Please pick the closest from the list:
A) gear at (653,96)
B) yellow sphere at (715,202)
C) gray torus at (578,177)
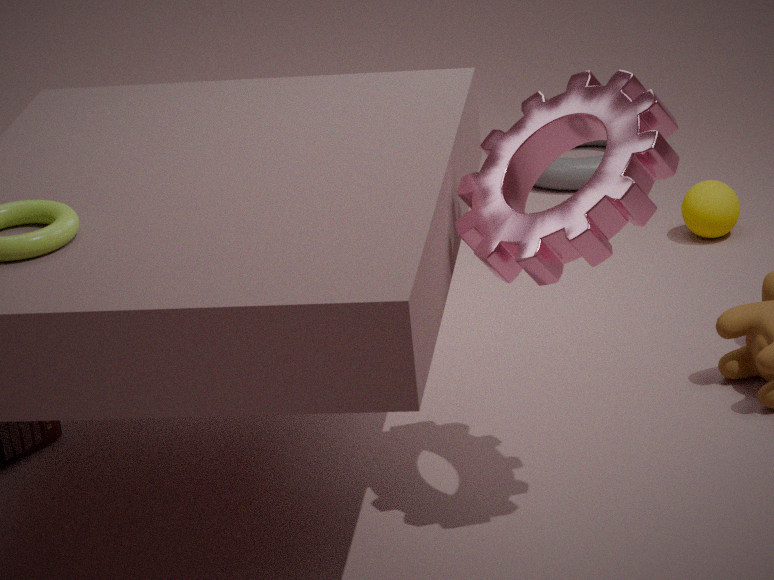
gear at (653,96)
